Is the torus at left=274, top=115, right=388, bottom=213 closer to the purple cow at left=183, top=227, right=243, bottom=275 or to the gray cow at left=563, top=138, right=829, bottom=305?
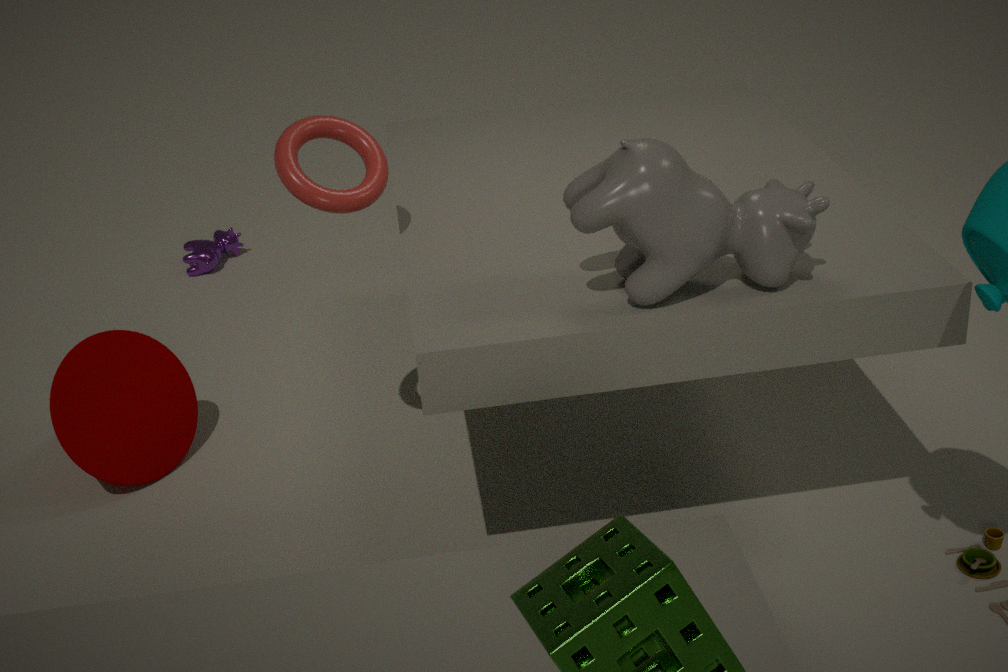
the gray cow at left=563, top=138, right=829, bottom=305
